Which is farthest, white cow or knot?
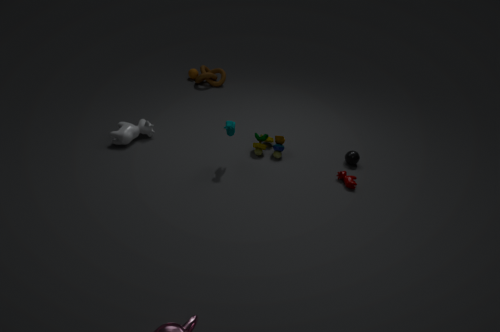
knot
